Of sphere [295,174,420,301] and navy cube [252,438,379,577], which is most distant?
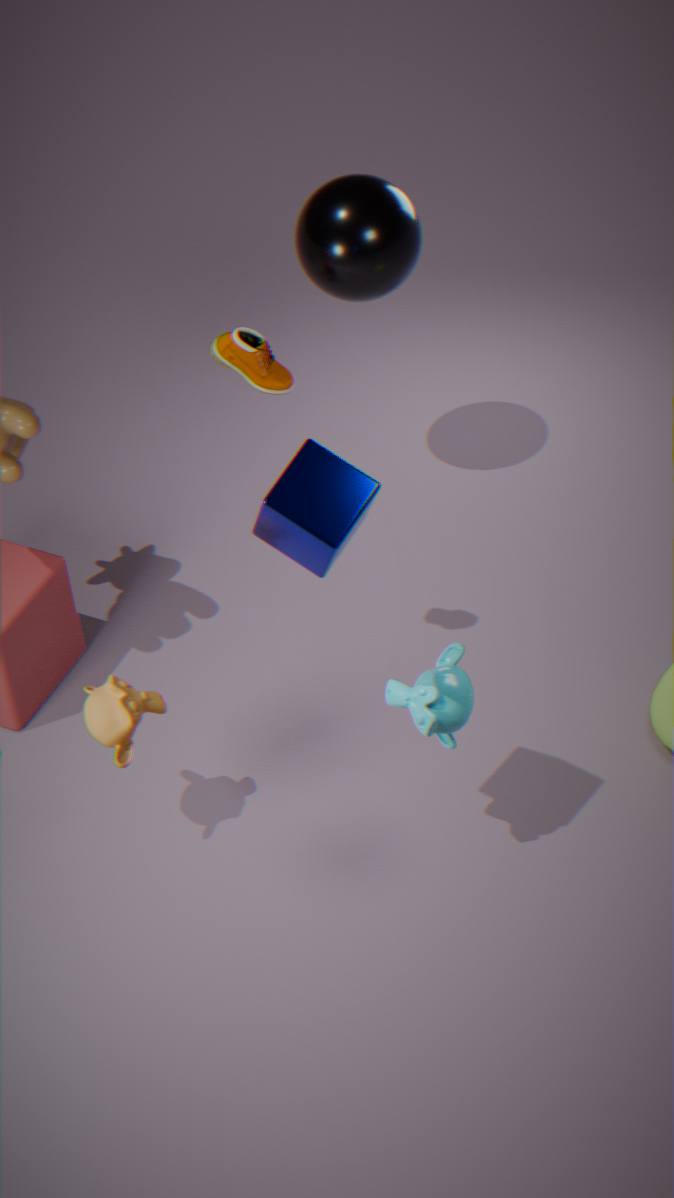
sphere [295,174,420,301]
